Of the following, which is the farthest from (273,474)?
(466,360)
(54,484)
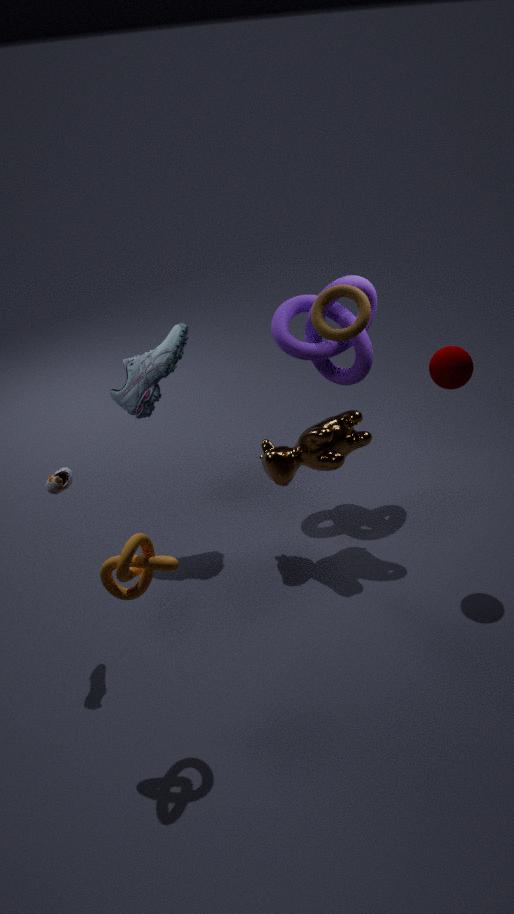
(54,484)
